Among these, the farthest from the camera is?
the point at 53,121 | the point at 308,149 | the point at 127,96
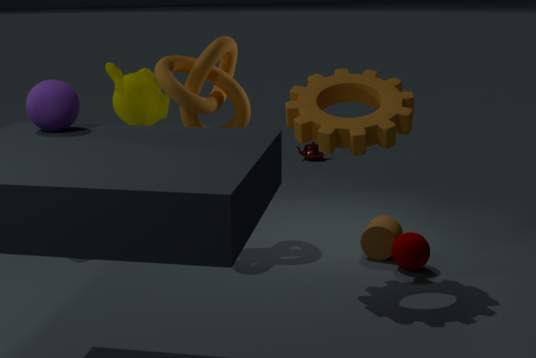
the point at 308,149
